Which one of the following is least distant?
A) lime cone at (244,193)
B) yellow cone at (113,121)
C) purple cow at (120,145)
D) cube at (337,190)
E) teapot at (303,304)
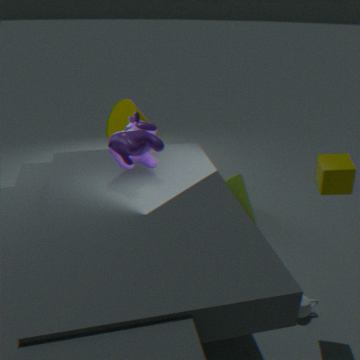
cube at (337,190)
